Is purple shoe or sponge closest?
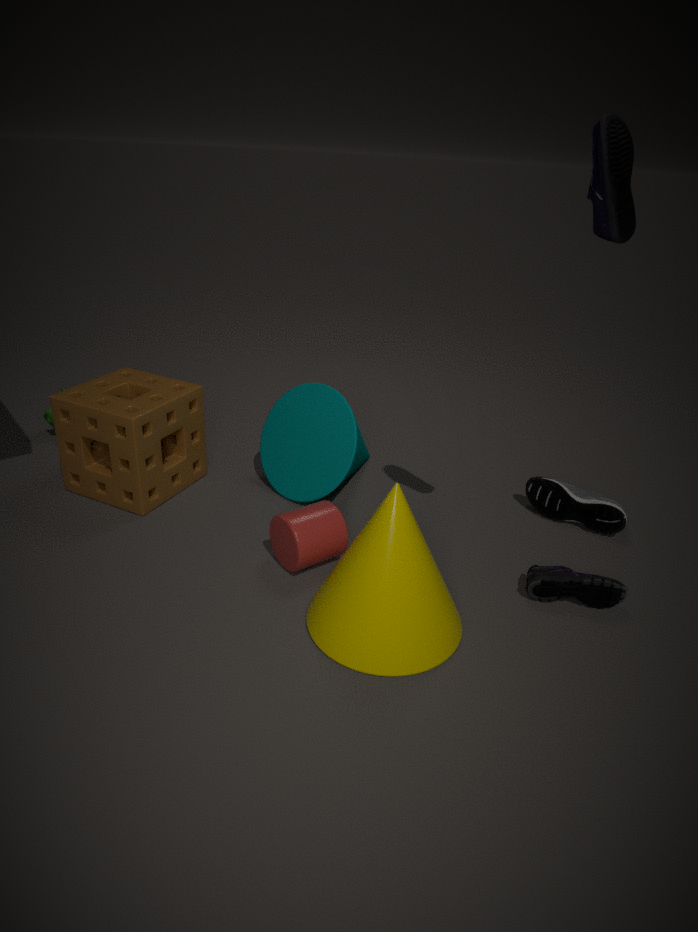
purple shoe
